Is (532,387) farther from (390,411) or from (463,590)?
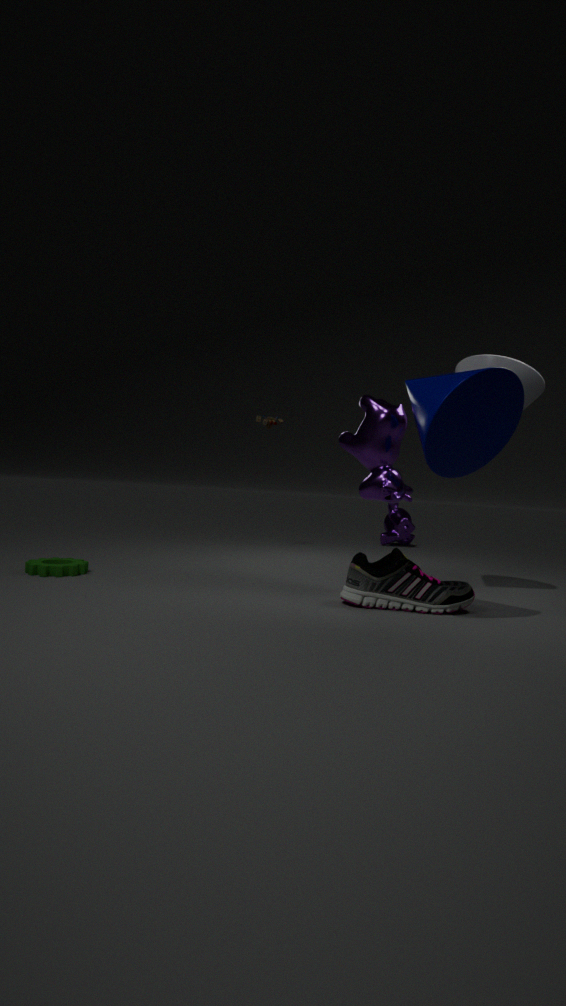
(463,590)
